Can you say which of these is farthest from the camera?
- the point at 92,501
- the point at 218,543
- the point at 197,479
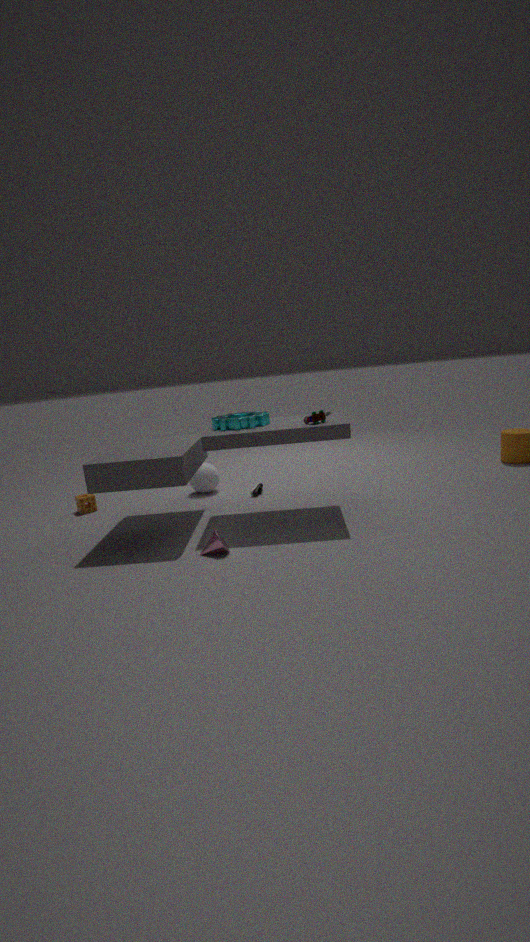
the point at 197,479
